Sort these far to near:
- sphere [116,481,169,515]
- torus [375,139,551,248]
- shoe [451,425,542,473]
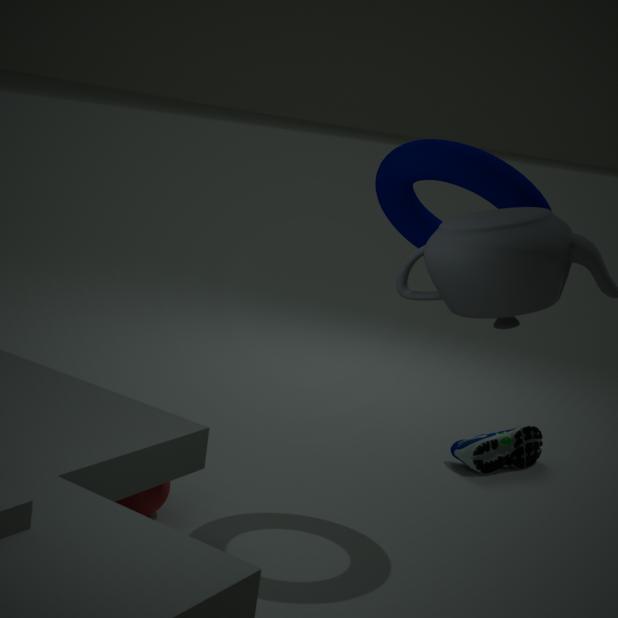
shoe [451,425,542,473], sphere [116,481,169,515], torus [375,139,551,248]
